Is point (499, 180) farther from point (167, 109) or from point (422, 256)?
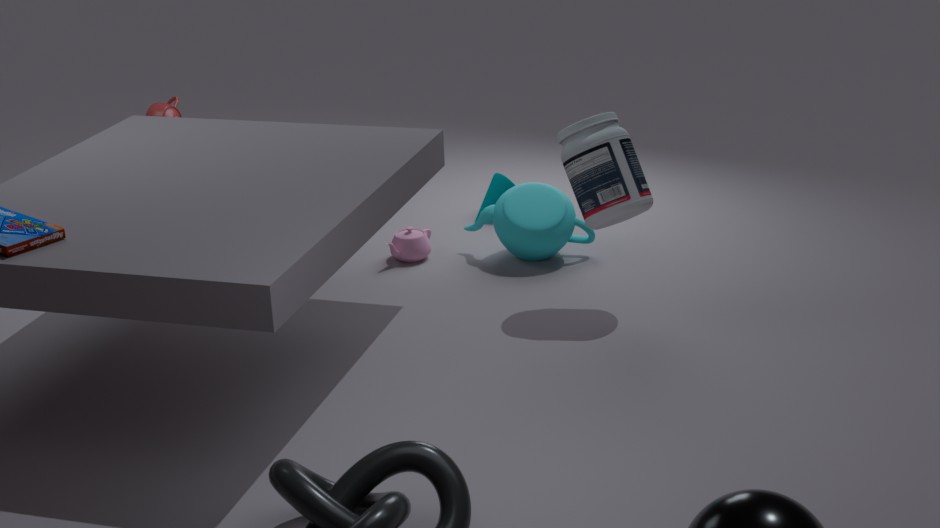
point (167, 109)
